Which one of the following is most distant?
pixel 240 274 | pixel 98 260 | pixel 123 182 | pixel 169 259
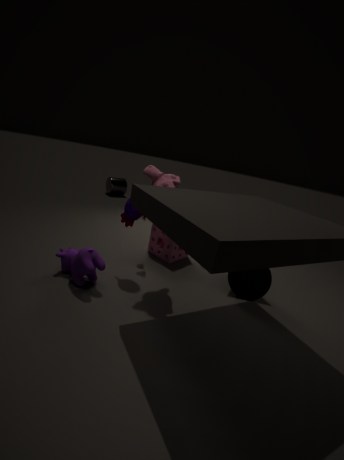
pixel 123 182
